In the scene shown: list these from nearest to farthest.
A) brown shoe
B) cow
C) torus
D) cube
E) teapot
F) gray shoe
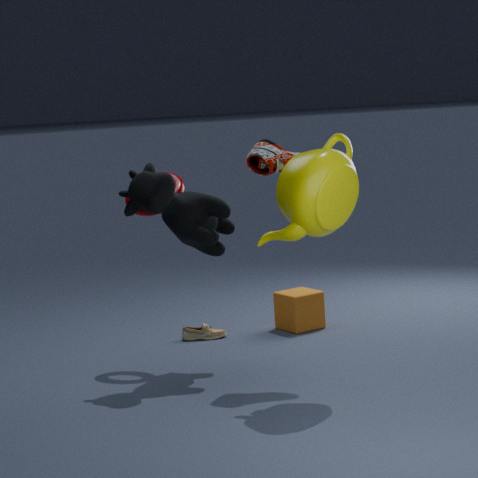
teapot < brown shoe < cow < torus < cube < gray shoe
